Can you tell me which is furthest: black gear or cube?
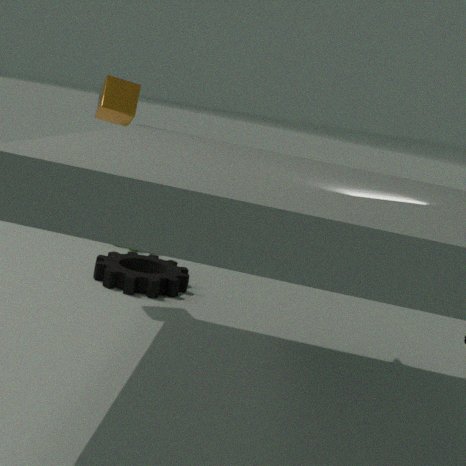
black gear
